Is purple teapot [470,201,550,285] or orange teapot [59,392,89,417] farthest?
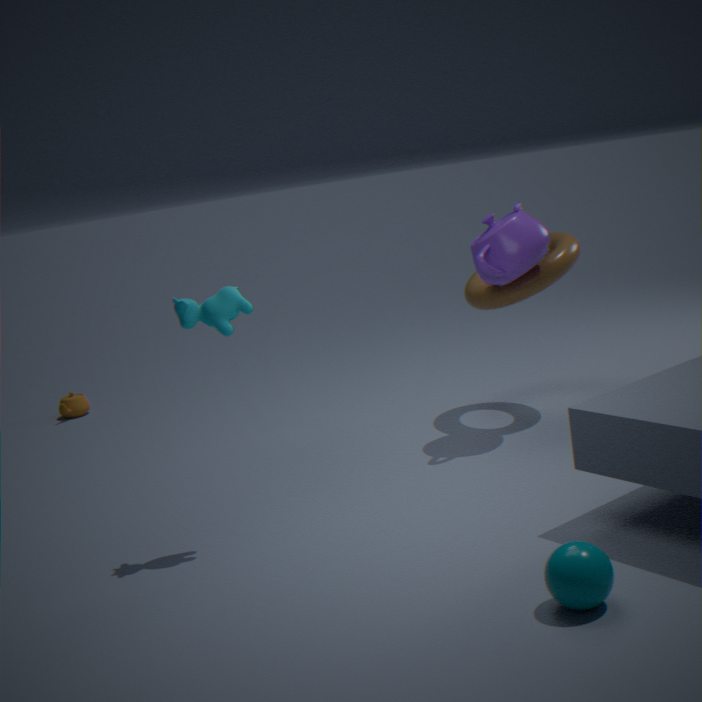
orange teapot [59,392,89,417]
